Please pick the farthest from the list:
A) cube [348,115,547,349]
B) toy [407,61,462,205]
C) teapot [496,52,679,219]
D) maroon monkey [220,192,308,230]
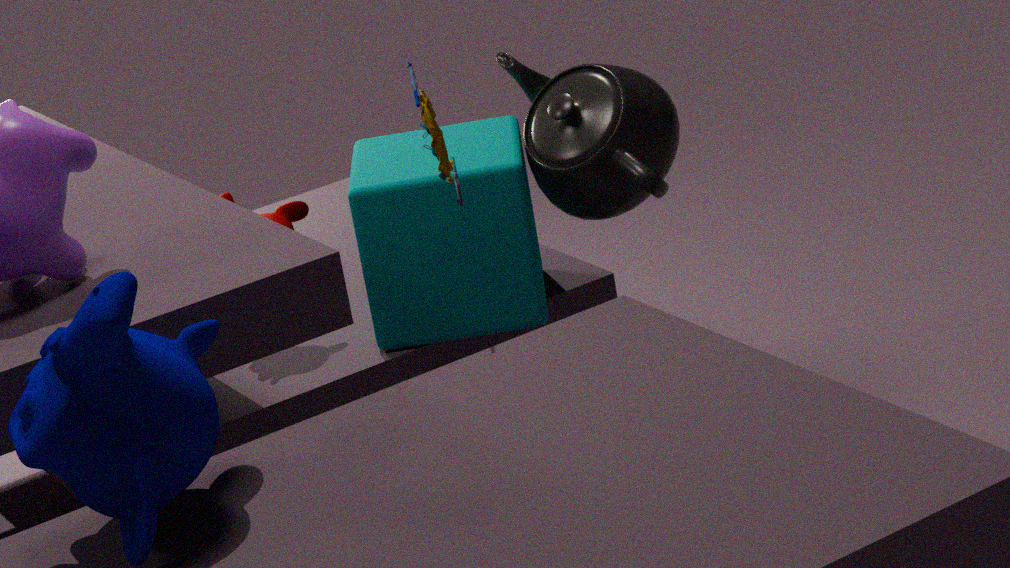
maroon monkey [220,192,308,230]
